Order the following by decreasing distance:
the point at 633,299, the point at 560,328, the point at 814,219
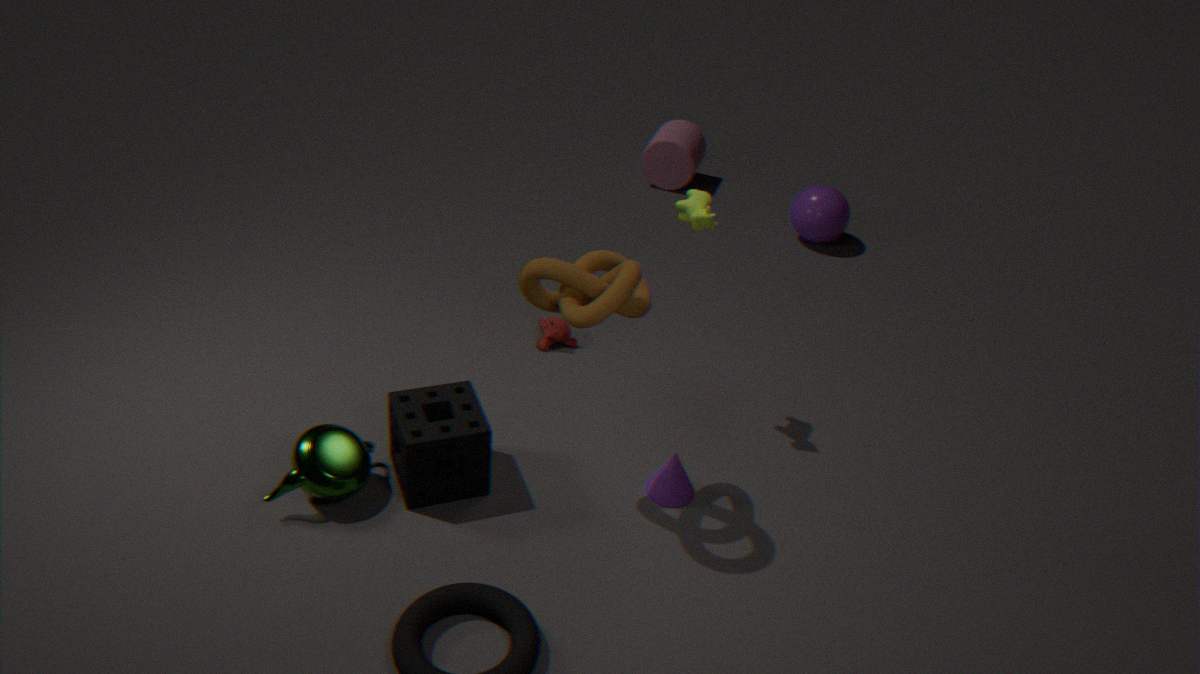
the point at 814,219
the point at 560,328
the point at 633,299
